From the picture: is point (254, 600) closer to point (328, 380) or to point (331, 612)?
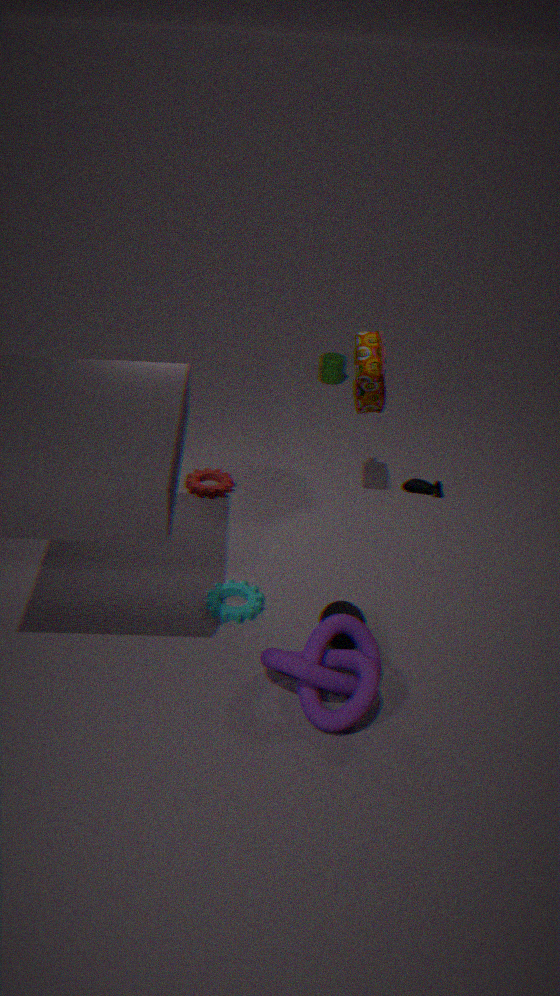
point (331, 612)
